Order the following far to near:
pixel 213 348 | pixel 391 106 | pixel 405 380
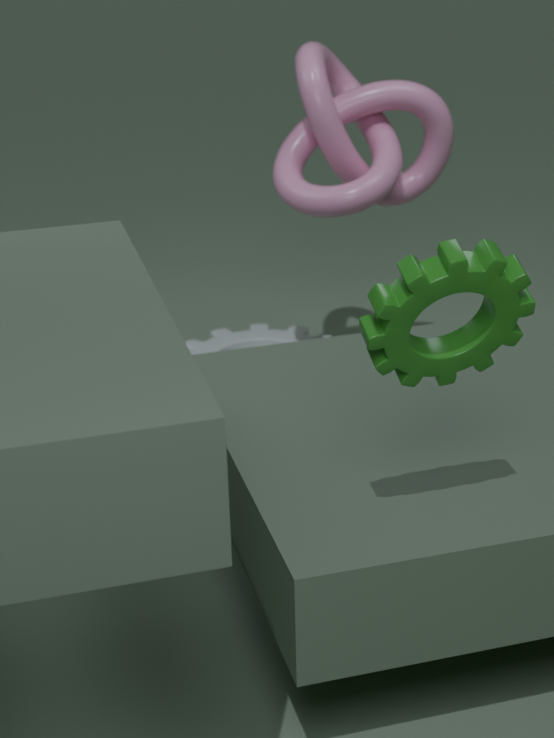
1. pixel 213 348
2. pixel 391 106
3. pixel 405 380
